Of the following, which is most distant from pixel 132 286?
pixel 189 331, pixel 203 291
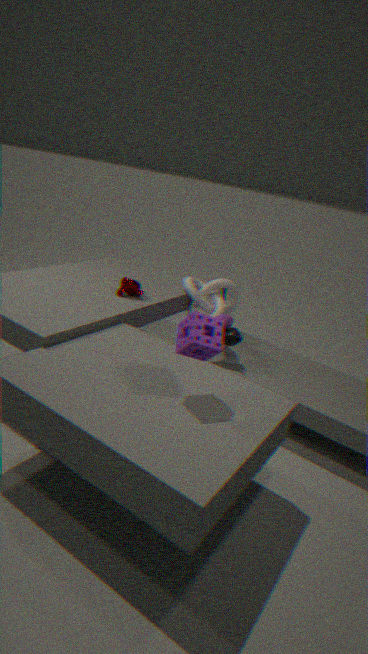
pixel 189 331
